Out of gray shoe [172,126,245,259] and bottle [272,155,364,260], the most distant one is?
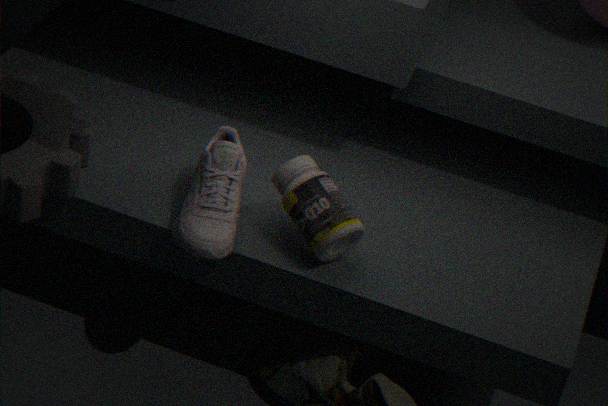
bottle [272,155,364,260]
